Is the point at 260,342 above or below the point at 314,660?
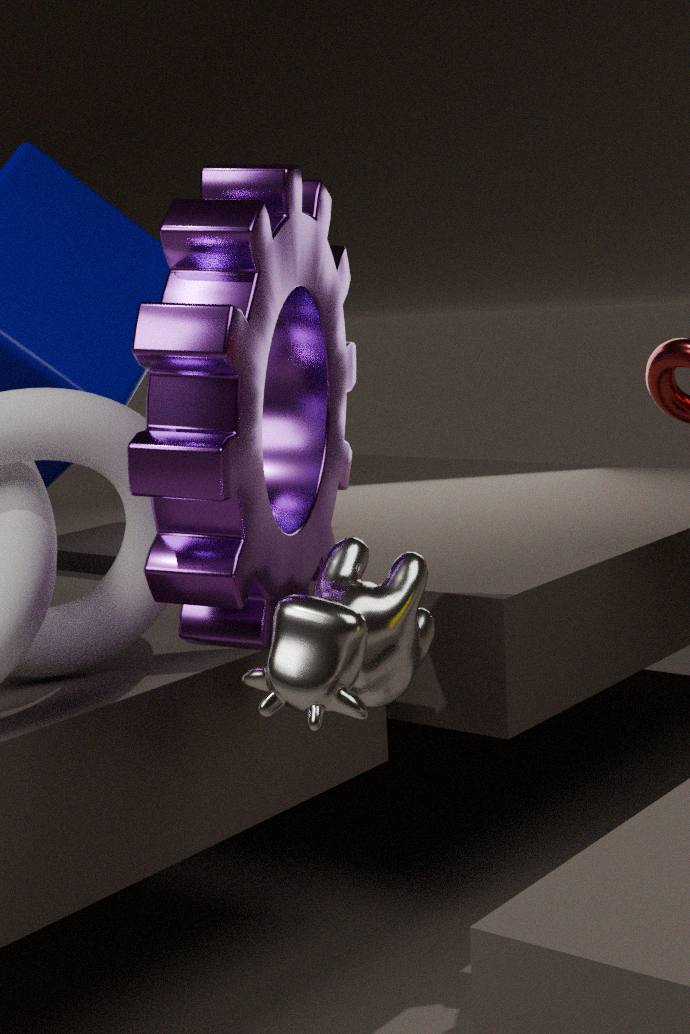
above
